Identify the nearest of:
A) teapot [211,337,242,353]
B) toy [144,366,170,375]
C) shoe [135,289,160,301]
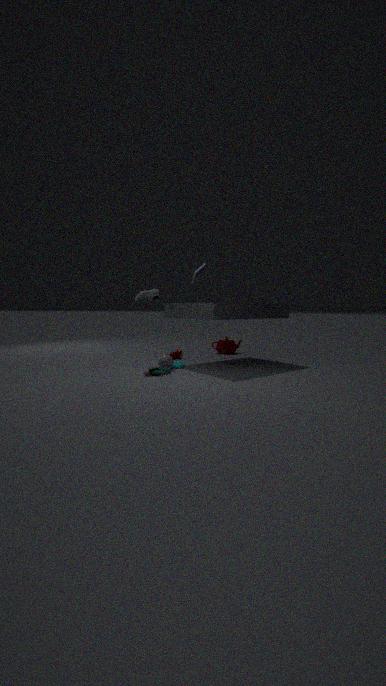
B. toy [144,366,170,375]
